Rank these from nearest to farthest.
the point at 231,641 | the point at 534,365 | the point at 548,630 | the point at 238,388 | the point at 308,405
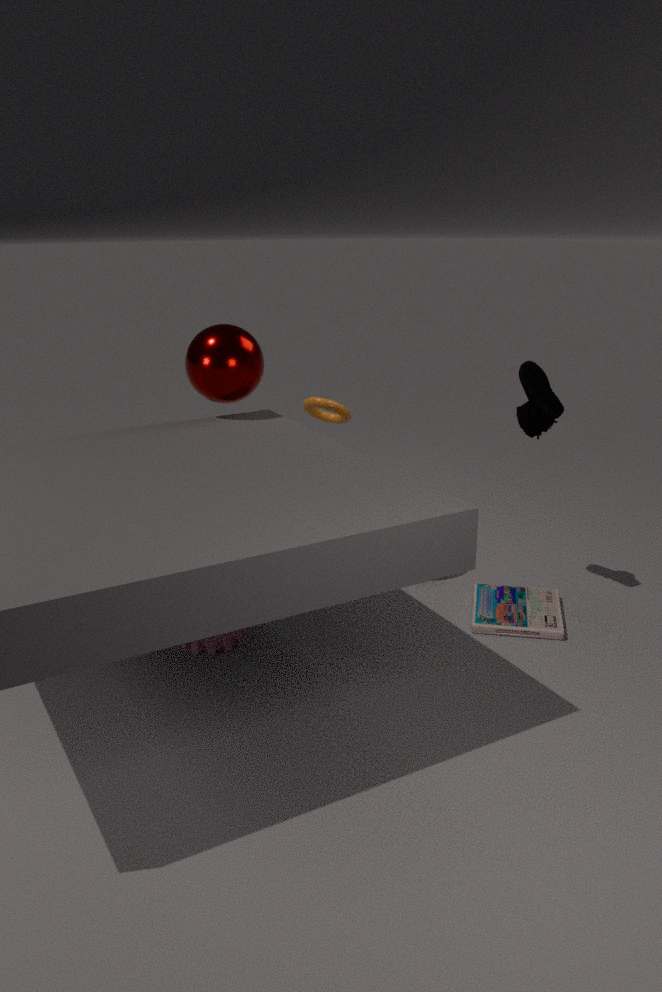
the point at 231,641, the point at 548,630, the point at 534,365, the point at 238,388, the point at 308,405
